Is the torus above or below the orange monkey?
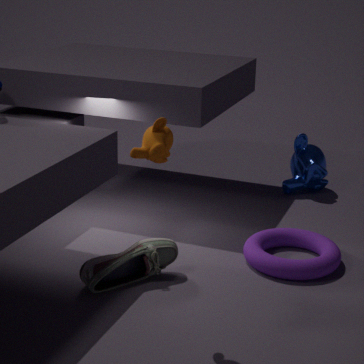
below
